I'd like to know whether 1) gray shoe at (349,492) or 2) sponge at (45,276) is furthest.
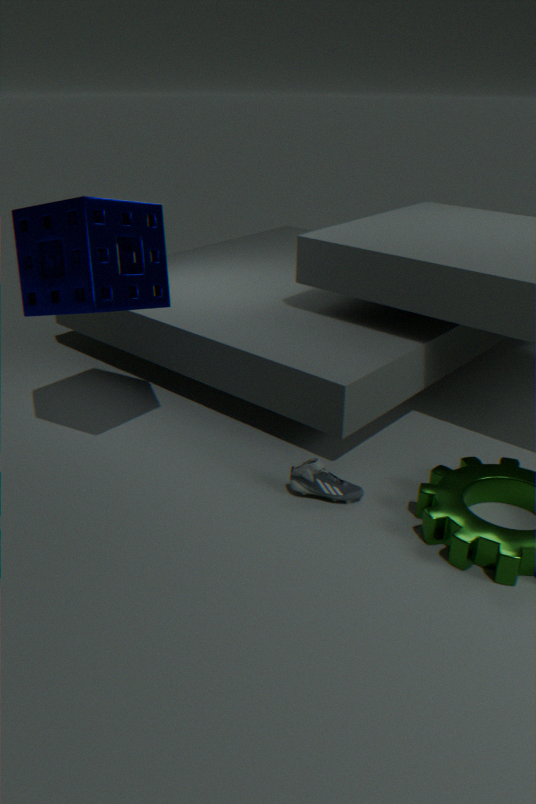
1. gray shoe at (349,492)
